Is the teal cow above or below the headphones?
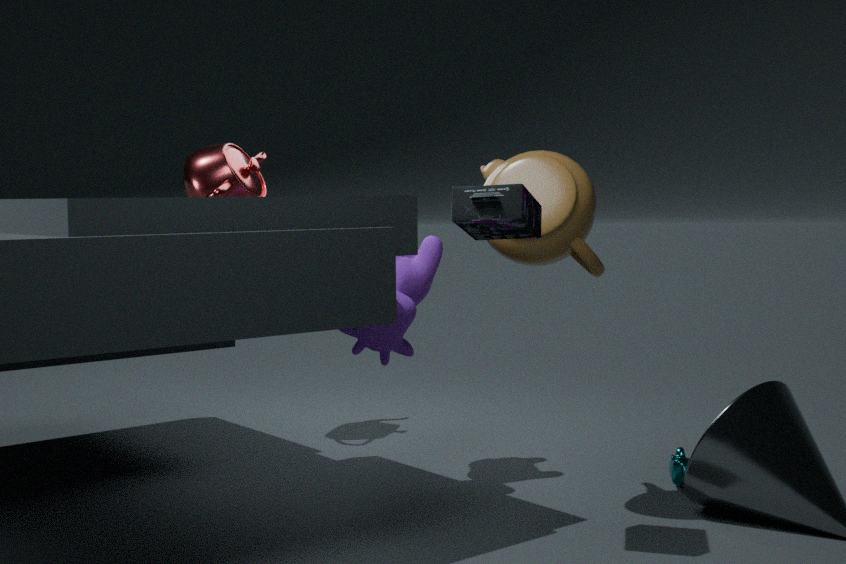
below
